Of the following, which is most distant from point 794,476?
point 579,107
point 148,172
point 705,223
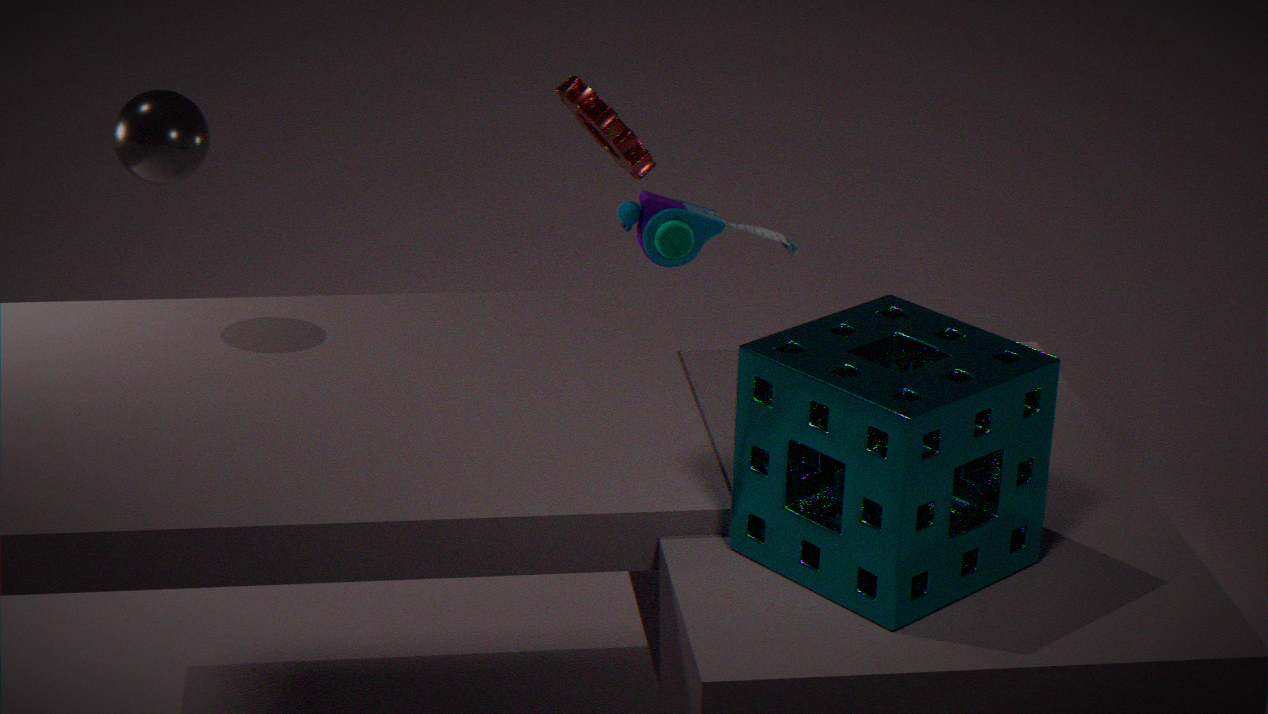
point 579,107
